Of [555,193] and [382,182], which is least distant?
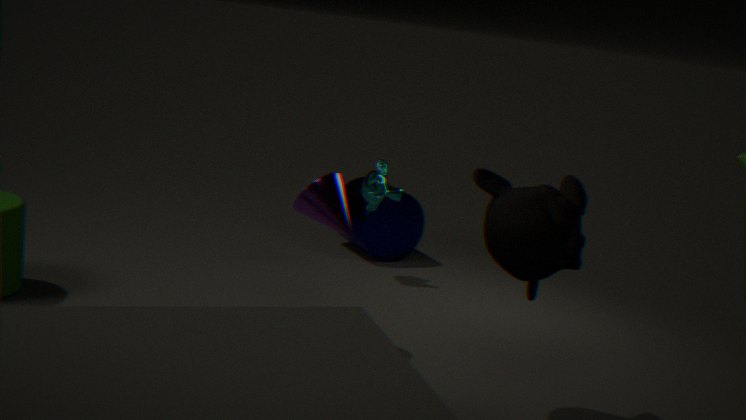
[555,193]
